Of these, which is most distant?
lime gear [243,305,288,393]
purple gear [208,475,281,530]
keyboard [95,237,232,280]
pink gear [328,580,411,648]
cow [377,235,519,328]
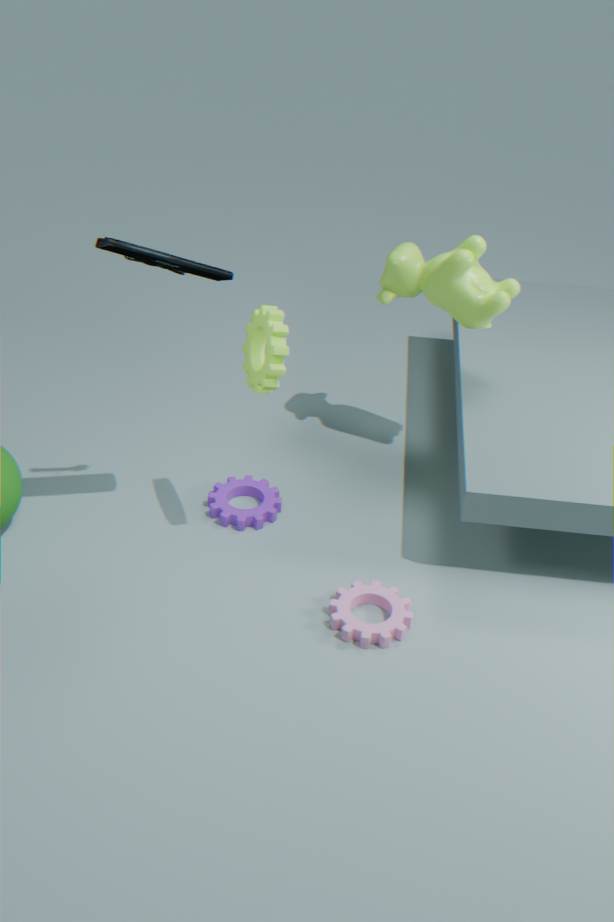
purple gear [208,475,281,530]
